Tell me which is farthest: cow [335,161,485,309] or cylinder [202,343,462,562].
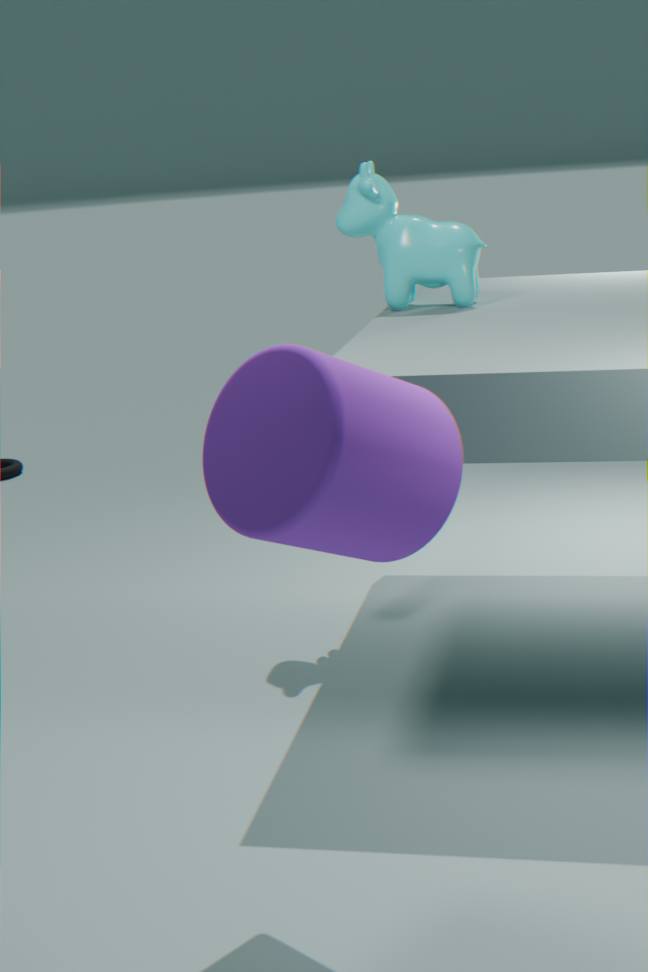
cow [335,161,485,309]
